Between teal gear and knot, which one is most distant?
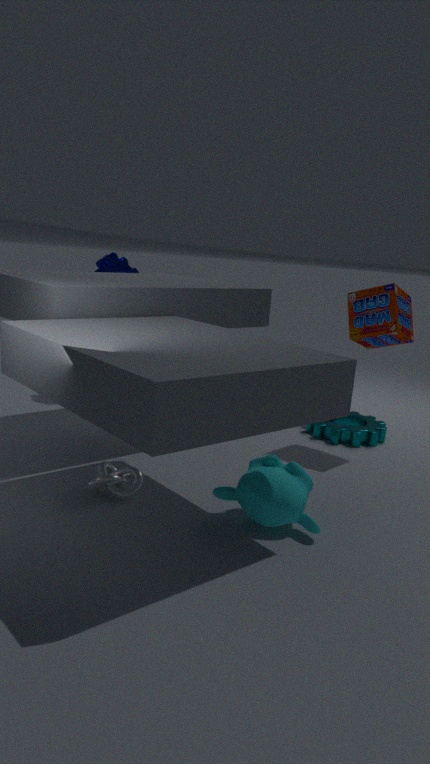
teal gear
